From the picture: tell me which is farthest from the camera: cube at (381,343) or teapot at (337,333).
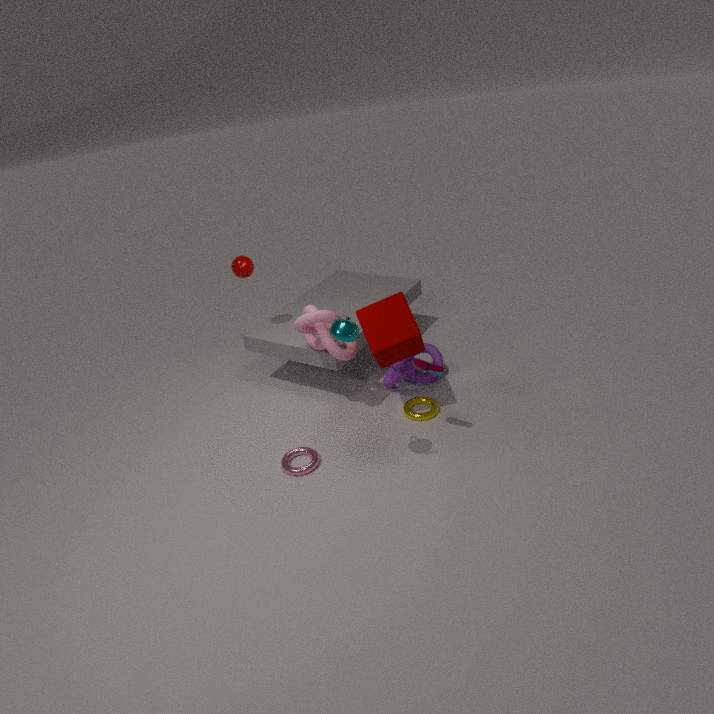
cube at (381,343)
